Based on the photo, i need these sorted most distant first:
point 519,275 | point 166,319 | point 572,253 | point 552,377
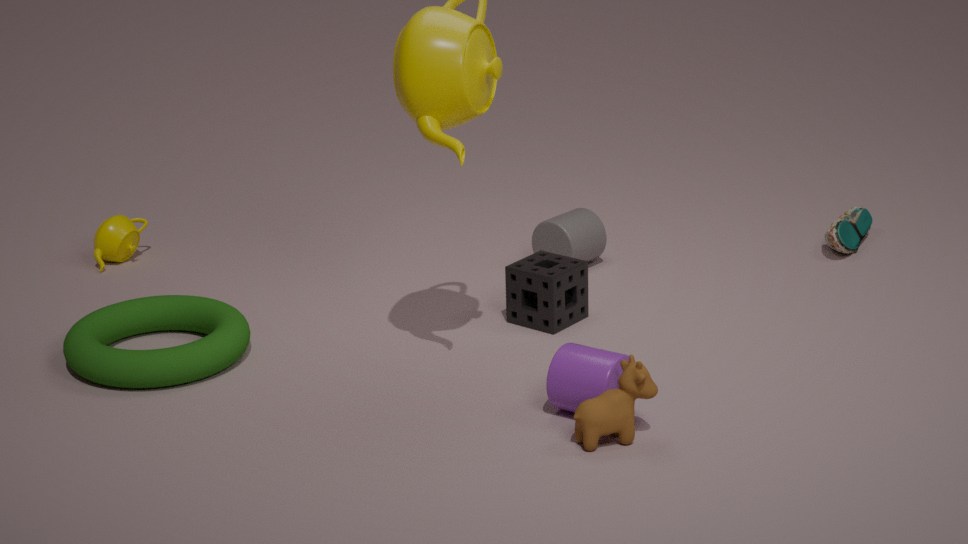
point 572,253, point 166,319, point 519,275, point 552,377
